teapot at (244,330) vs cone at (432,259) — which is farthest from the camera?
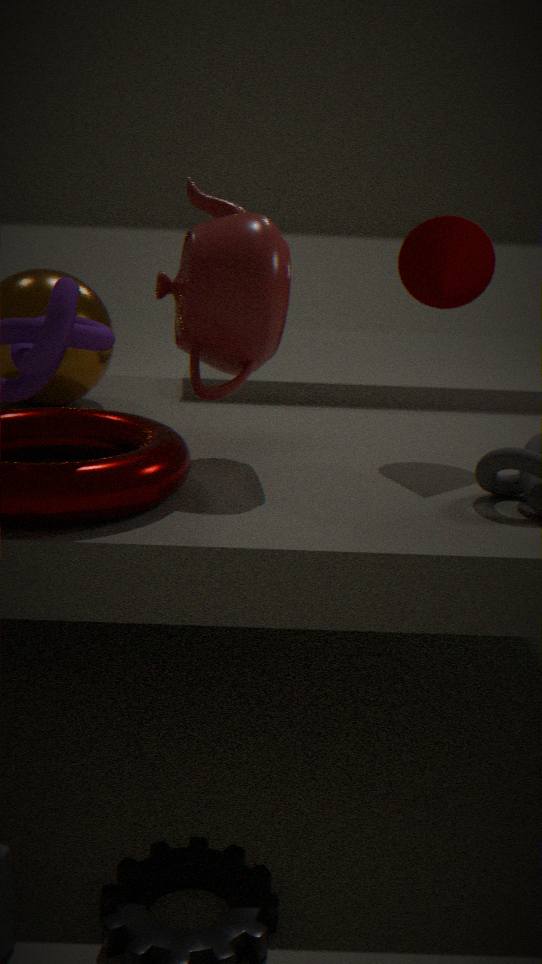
cone at (432,259)
